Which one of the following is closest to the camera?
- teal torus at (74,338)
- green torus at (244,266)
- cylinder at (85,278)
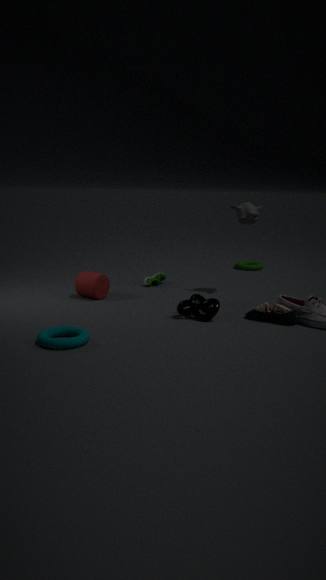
teal torus at (74,338)
